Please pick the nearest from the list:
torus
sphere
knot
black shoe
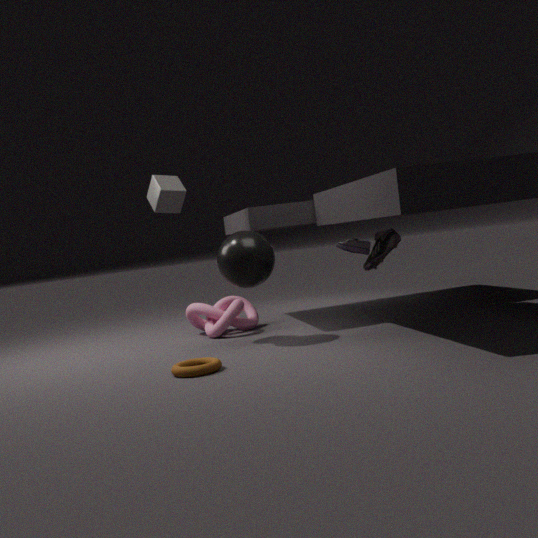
torus
